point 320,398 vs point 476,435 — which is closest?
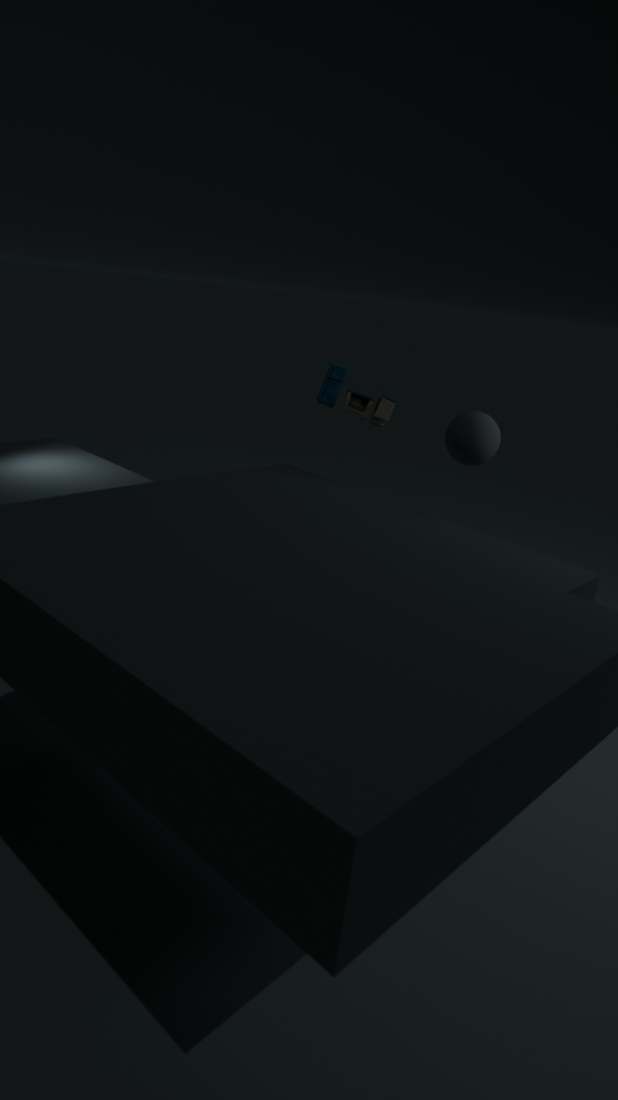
point 476,435
